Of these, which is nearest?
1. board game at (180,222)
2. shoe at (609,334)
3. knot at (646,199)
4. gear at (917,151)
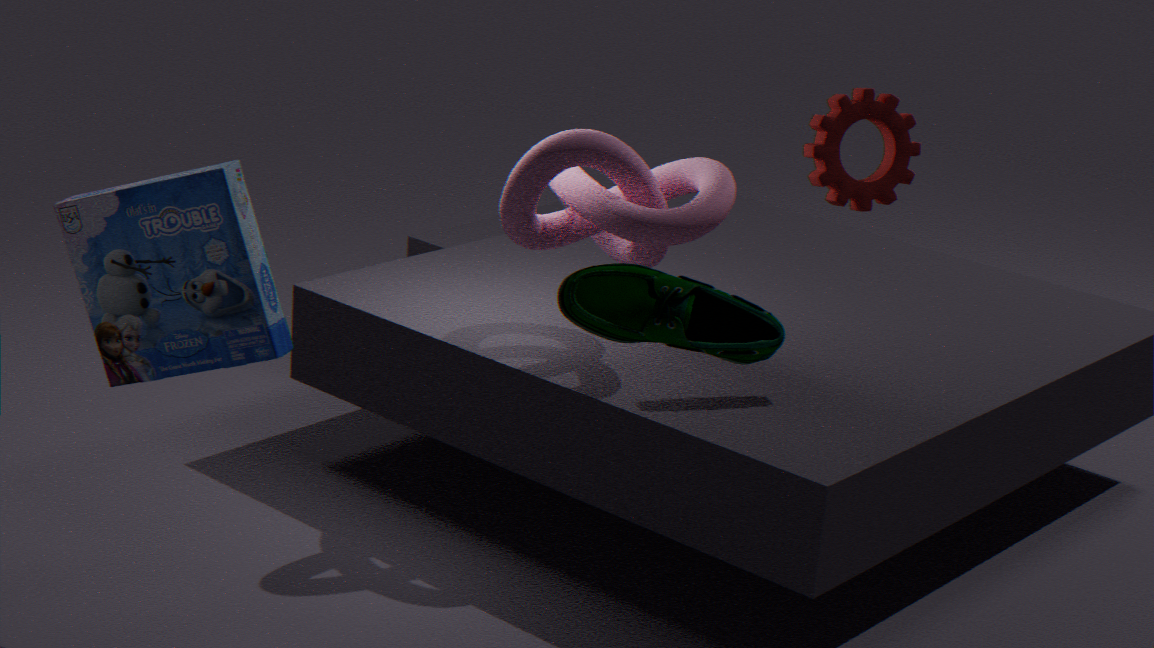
shoe at (609,334)
